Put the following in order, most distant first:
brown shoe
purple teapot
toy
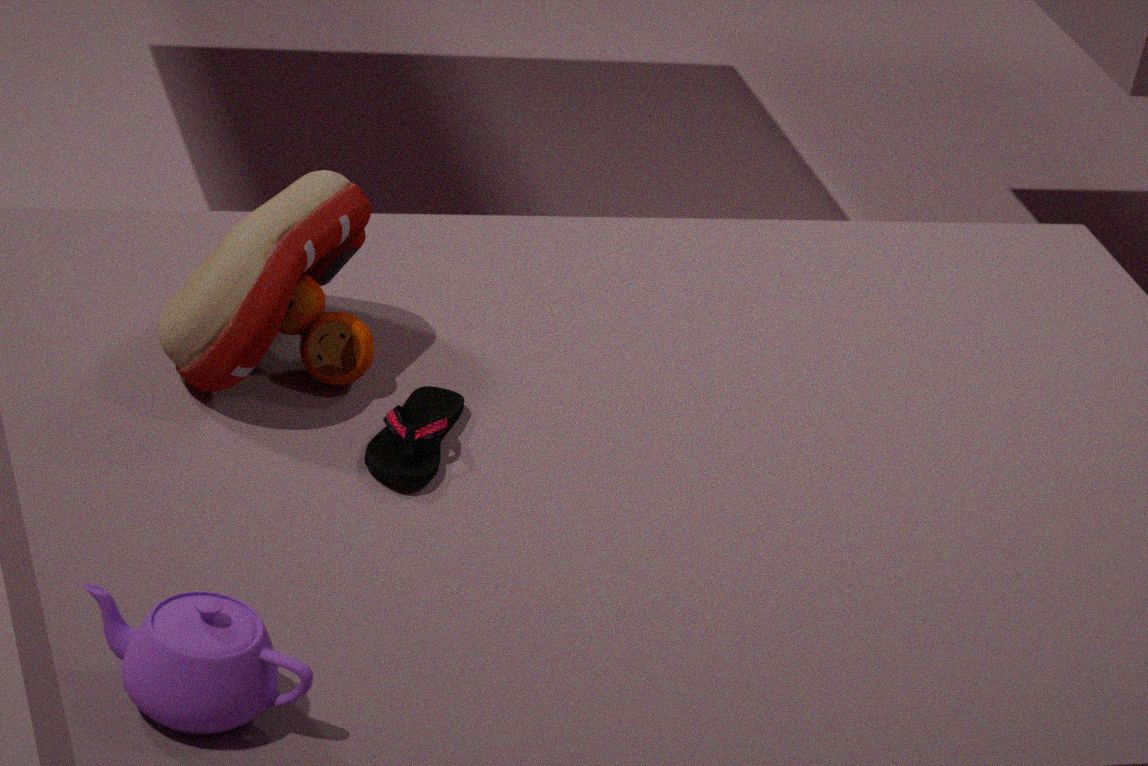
brown shoe < toy < purple teapot
